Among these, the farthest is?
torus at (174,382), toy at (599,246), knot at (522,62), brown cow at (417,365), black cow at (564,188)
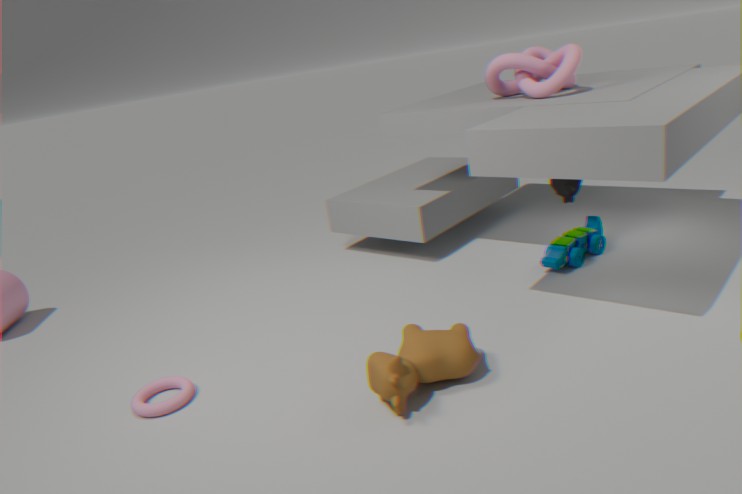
black cow at (564,188)
